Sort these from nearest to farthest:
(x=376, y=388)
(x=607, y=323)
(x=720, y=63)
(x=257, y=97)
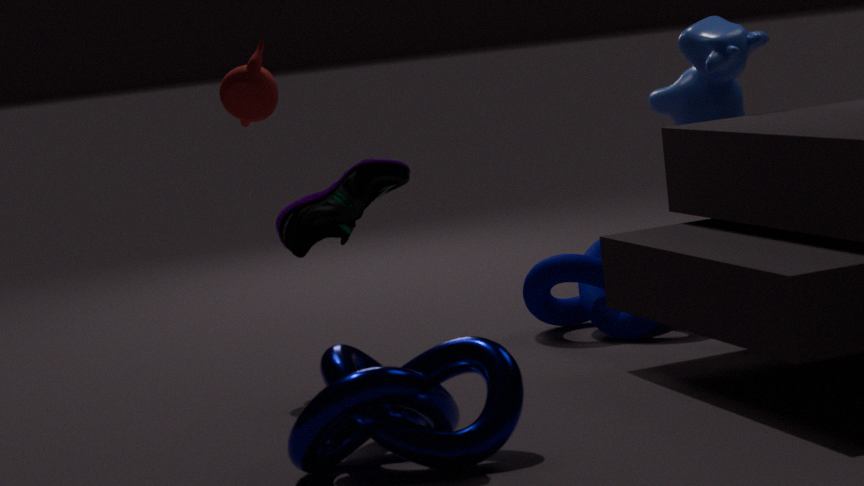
(x=376, y=388), (x=257, y=97), (x=720, y=63), (x=607, y=323)
